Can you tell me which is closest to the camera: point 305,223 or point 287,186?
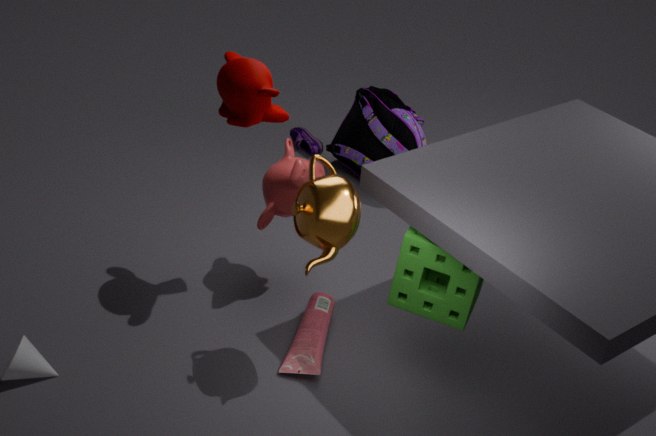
point 305,223
